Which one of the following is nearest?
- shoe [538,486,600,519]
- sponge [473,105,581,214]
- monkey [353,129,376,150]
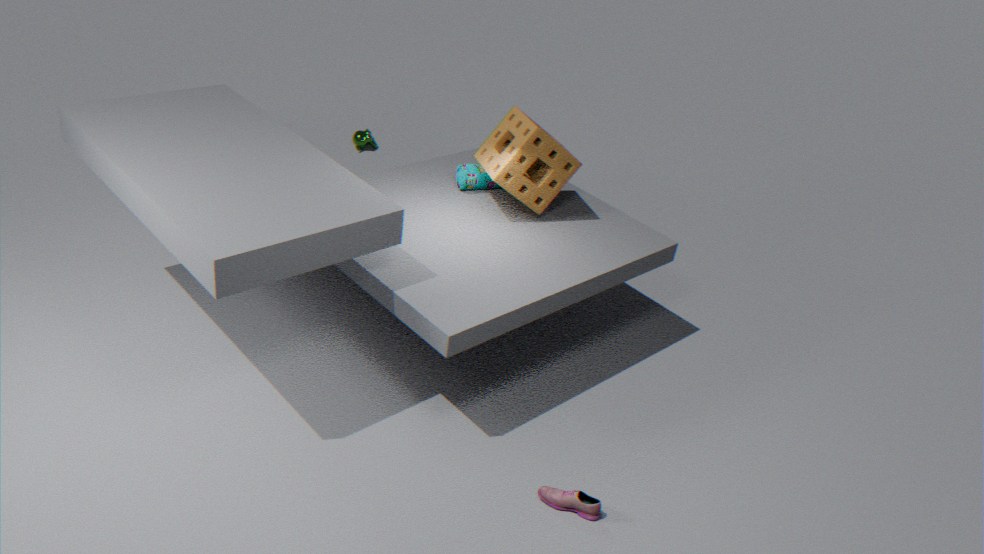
shoe [538,486,600,519]
